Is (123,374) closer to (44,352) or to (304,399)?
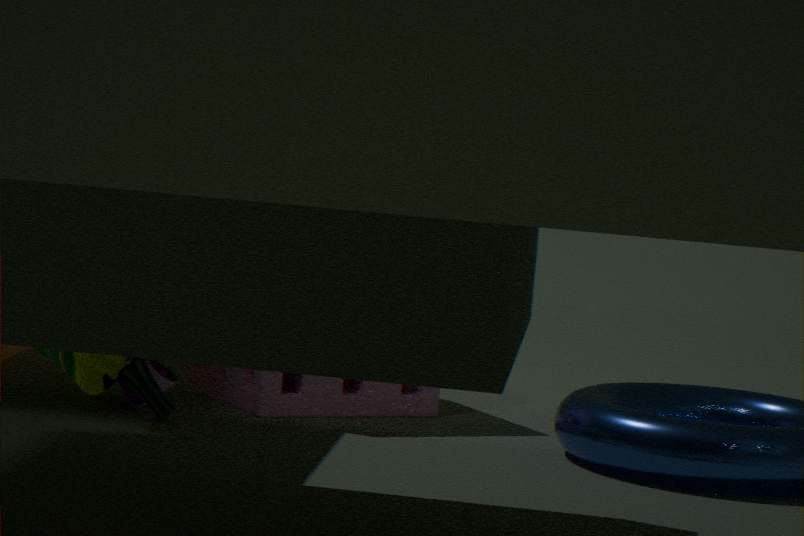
(44,352)
